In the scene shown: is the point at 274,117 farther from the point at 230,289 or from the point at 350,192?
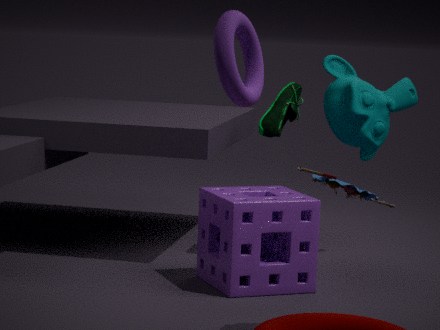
the point at 350,192
